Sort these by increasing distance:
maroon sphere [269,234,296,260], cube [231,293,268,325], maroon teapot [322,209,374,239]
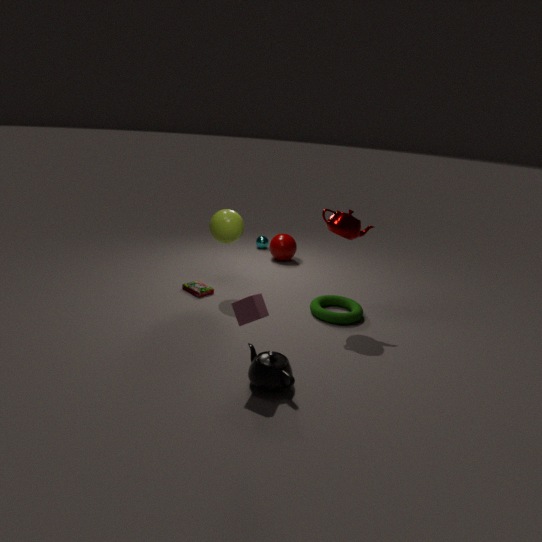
cube [231,293,268,325] → maroon teapot [322,209,374,239] → maroon sphere [269,234,296,260]
